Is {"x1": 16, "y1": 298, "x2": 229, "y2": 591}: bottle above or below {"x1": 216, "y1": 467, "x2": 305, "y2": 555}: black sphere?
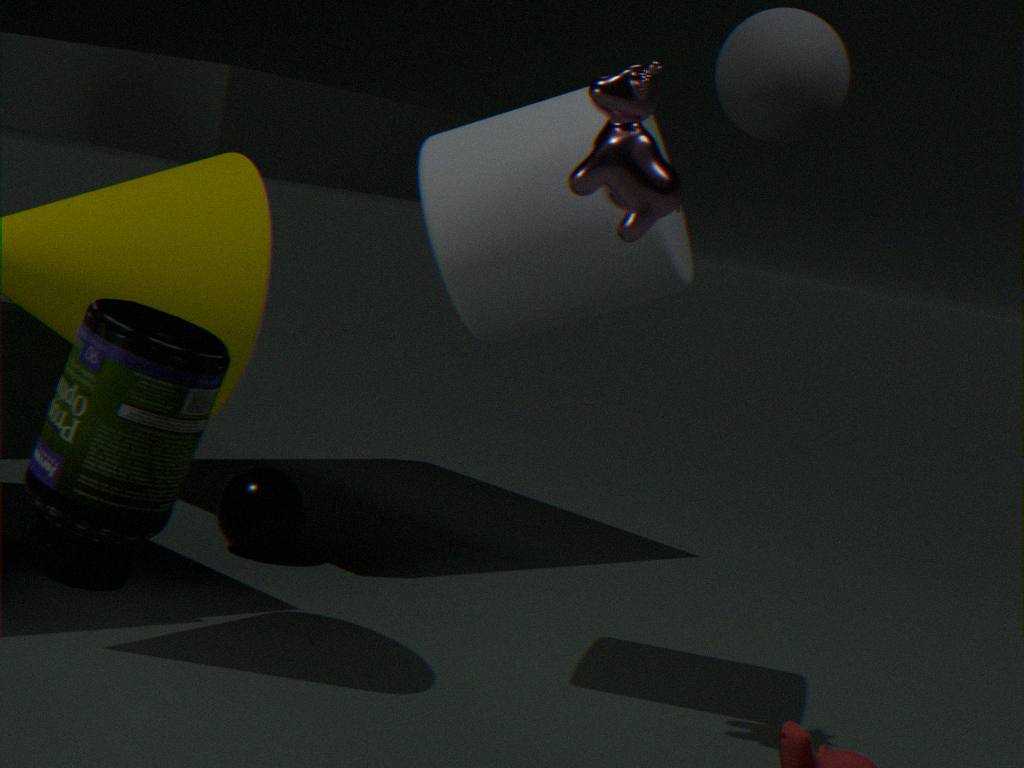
above
